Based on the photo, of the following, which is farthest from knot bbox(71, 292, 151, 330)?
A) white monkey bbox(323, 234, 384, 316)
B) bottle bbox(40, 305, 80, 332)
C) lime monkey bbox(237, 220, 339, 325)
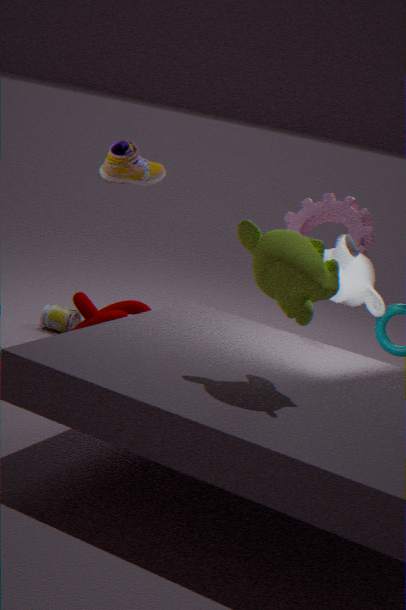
lime monkey bbox(237, 220, 339, 325)
